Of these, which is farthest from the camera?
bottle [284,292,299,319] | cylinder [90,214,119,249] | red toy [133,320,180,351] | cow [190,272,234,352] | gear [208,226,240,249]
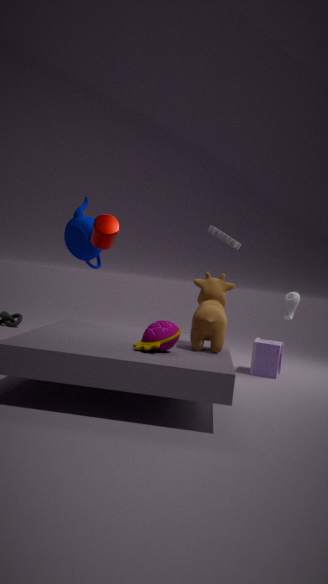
bottle [284,292,299,319]
